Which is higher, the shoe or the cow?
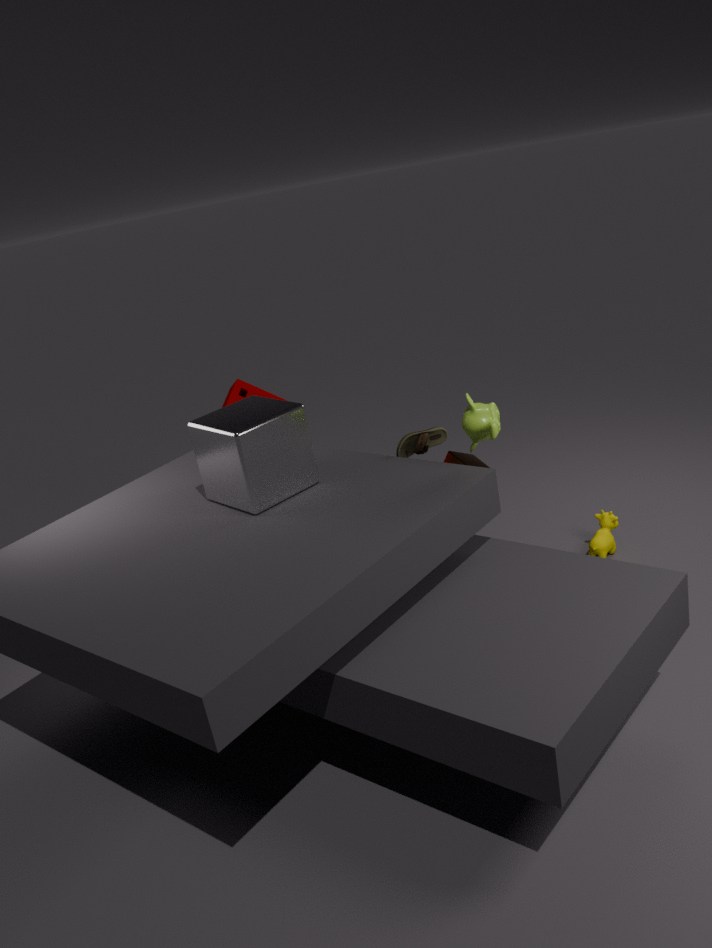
the shoe
